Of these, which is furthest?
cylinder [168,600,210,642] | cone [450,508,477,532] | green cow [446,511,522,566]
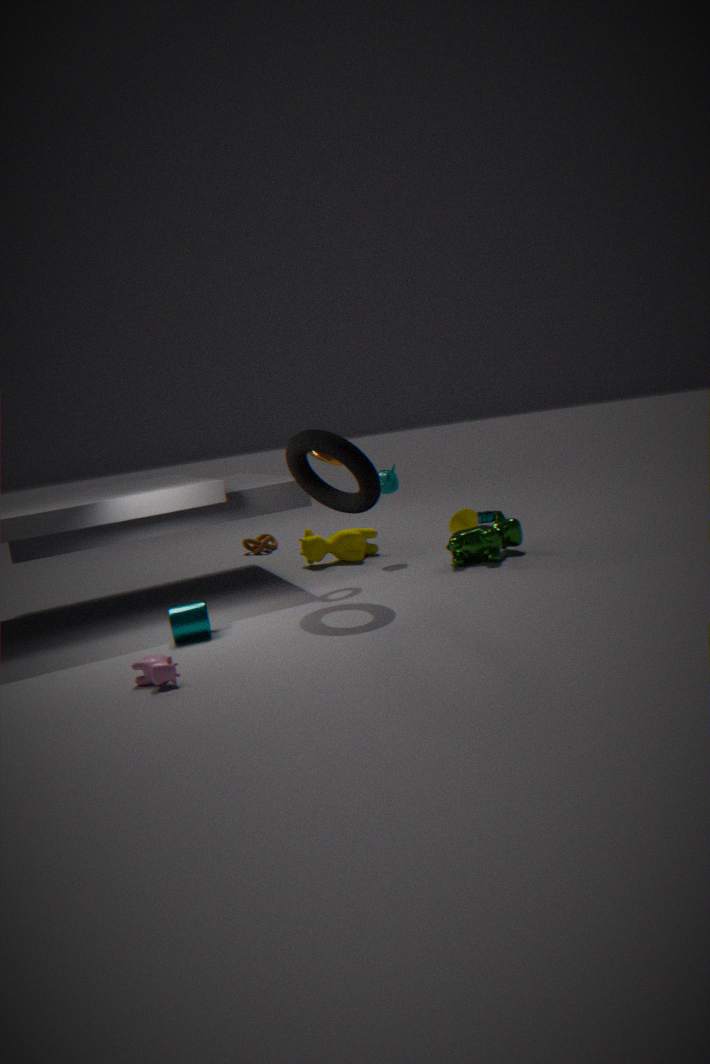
cone [450,508,477,532]
